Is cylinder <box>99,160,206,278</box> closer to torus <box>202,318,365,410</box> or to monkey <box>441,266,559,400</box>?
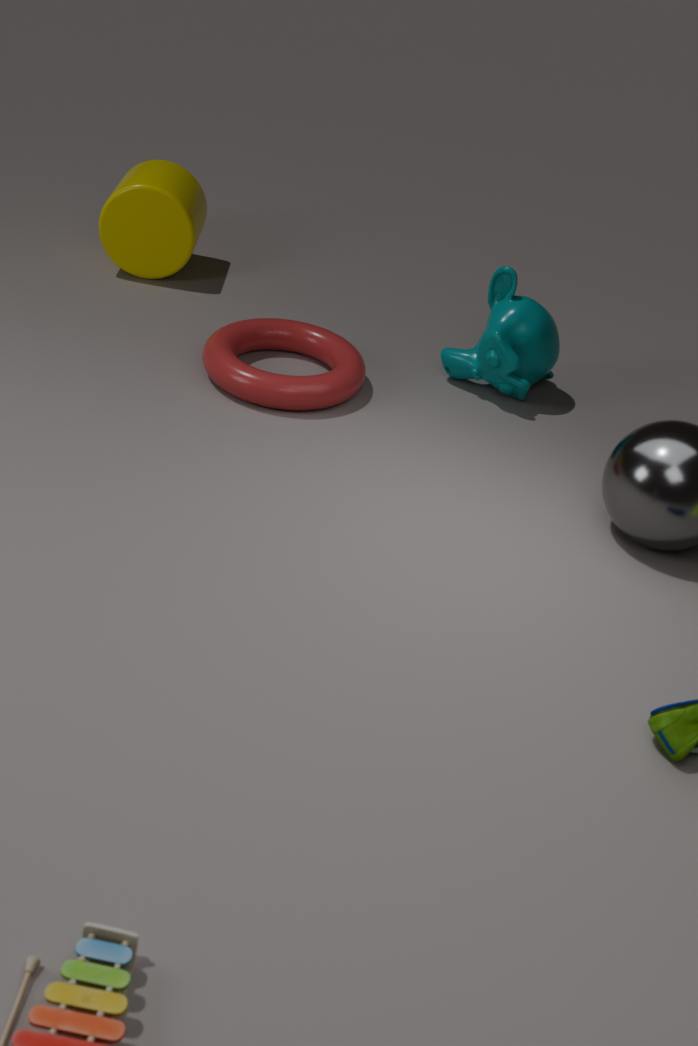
torus <box>202,318,365,410</box>
